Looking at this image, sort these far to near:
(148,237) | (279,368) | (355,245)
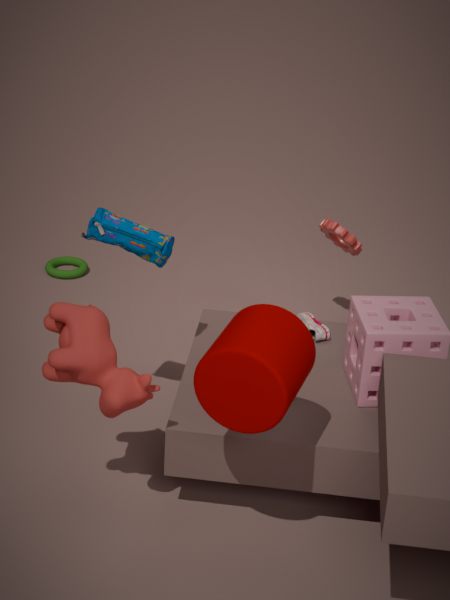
(355,245), (148,237), (279,368)
